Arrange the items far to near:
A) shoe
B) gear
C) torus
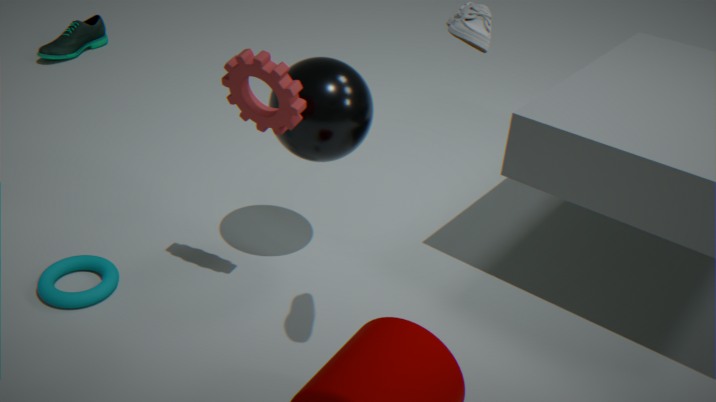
shoe < torus < gear
